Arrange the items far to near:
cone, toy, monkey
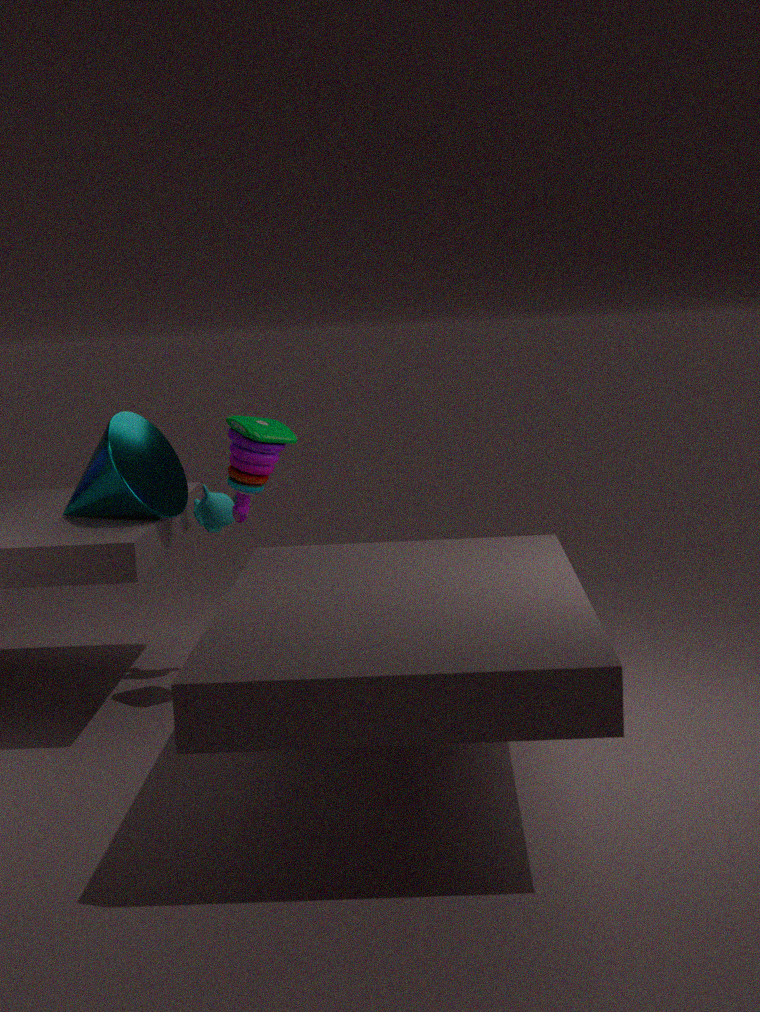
monkey, toy, cone
